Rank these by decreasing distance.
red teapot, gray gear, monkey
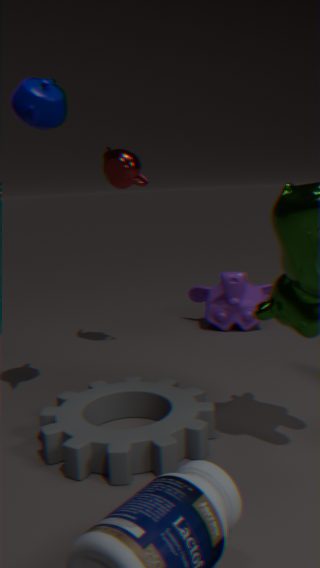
monkey
red teapot
gray gear
